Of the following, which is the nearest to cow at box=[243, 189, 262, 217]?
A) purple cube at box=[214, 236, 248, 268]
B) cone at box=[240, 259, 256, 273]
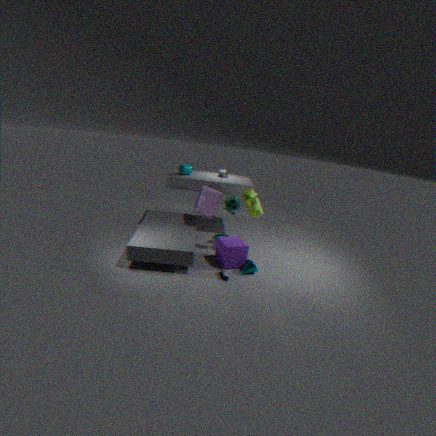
purple cube at box=[214, 236, 248, 268]
